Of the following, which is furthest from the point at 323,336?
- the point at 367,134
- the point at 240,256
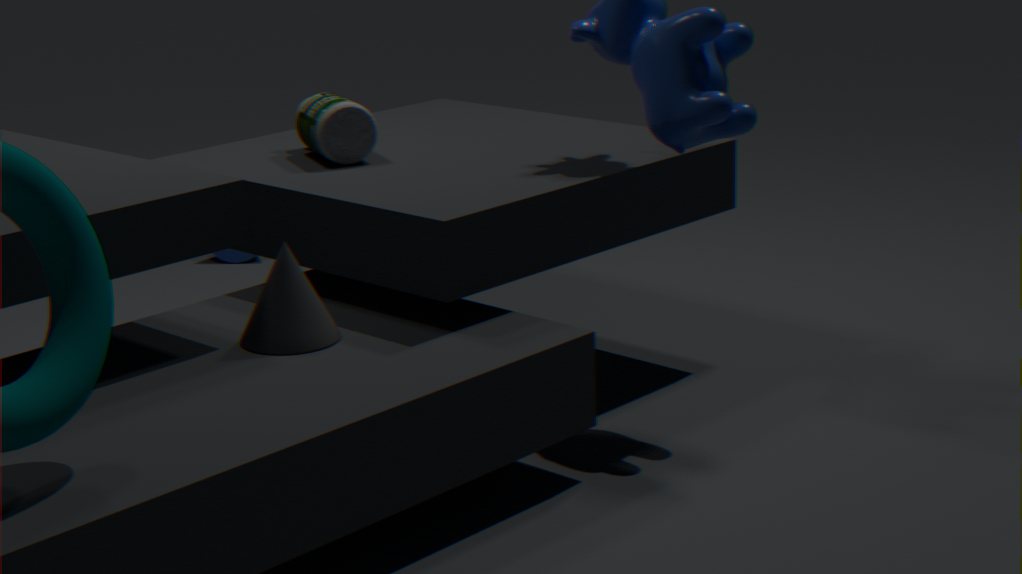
the point at 240,256
